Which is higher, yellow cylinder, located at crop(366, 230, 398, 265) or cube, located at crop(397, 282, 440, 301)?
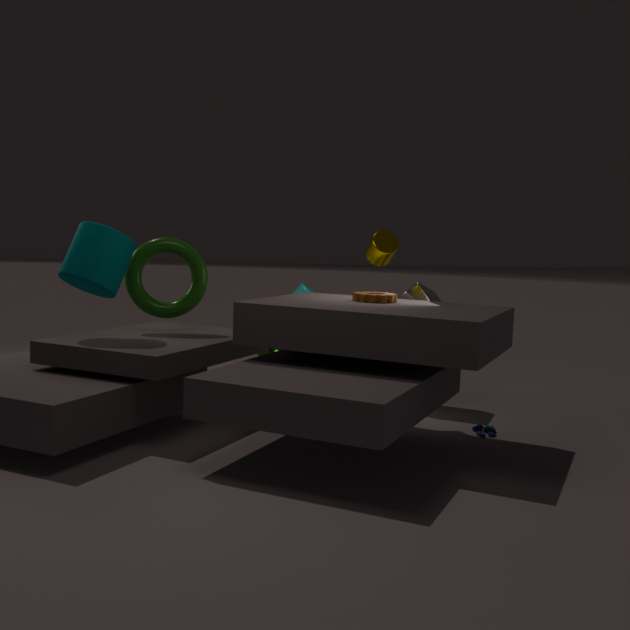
yellow cylinder, located at crop(366, 230, 398, 265)
